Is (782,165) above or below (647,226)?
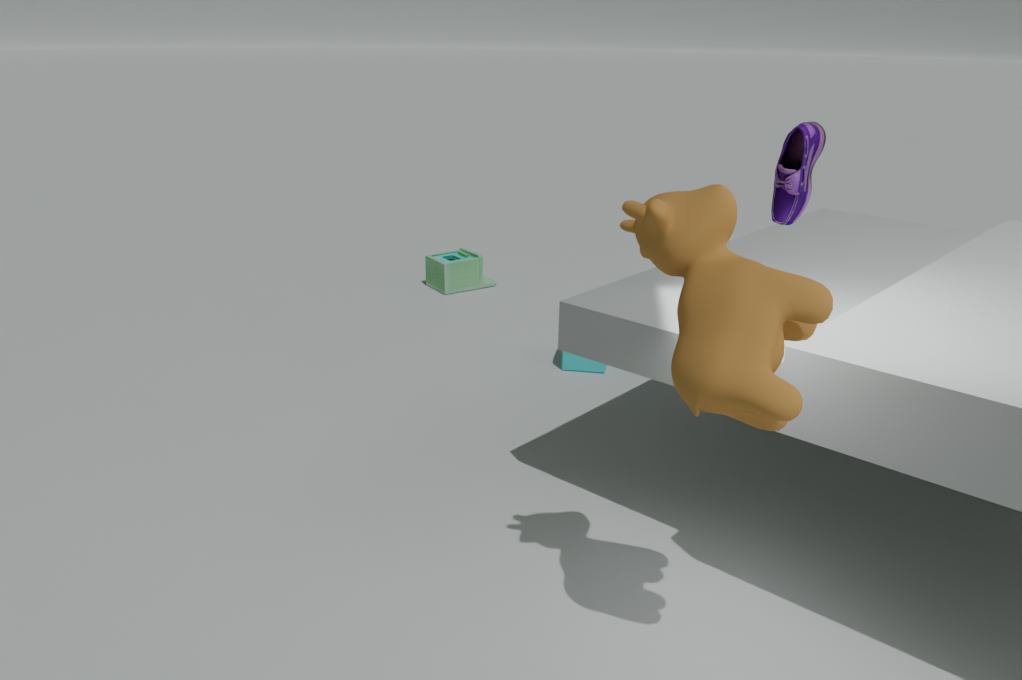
above
